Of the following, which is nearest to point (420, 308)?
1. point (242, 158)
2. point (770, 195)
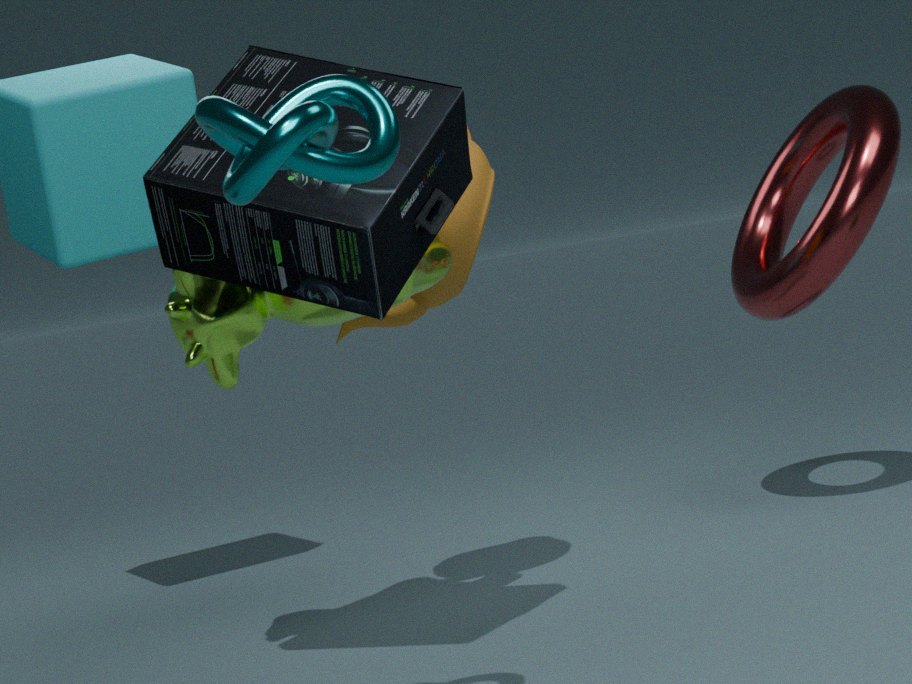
point (770, 195)
